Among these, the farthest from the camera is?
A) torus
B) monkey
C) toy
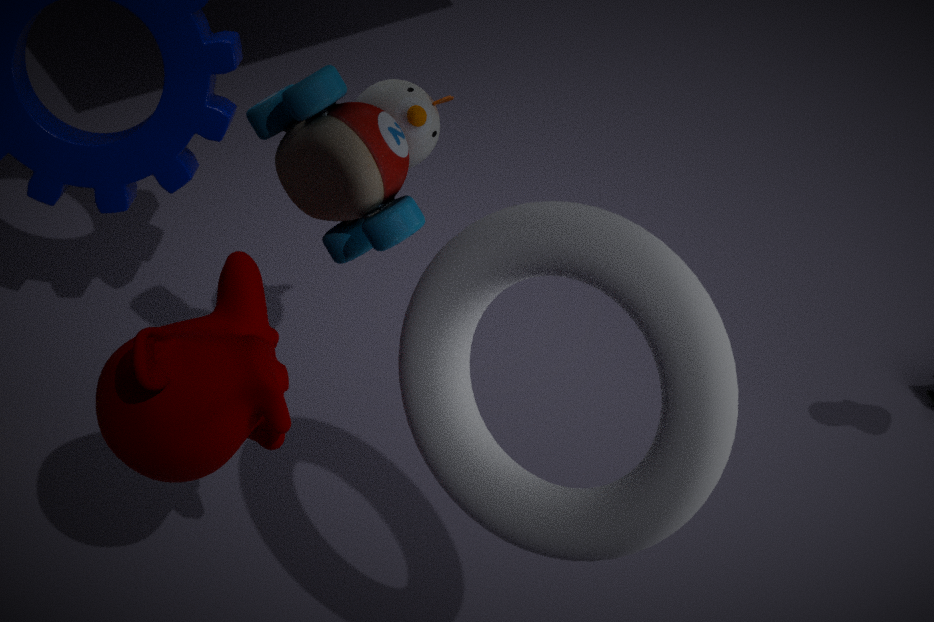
C. toy
